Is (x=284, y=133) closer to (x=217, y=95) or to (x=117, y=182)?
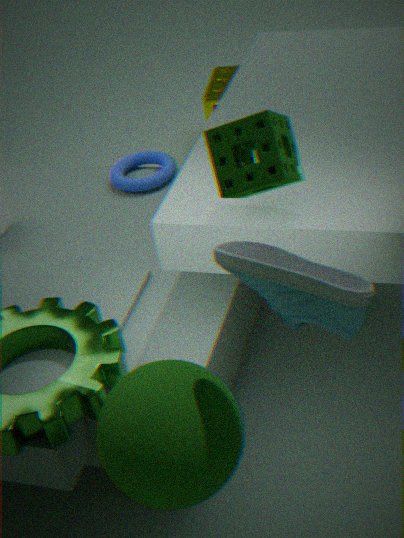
(x=117, y=182)
